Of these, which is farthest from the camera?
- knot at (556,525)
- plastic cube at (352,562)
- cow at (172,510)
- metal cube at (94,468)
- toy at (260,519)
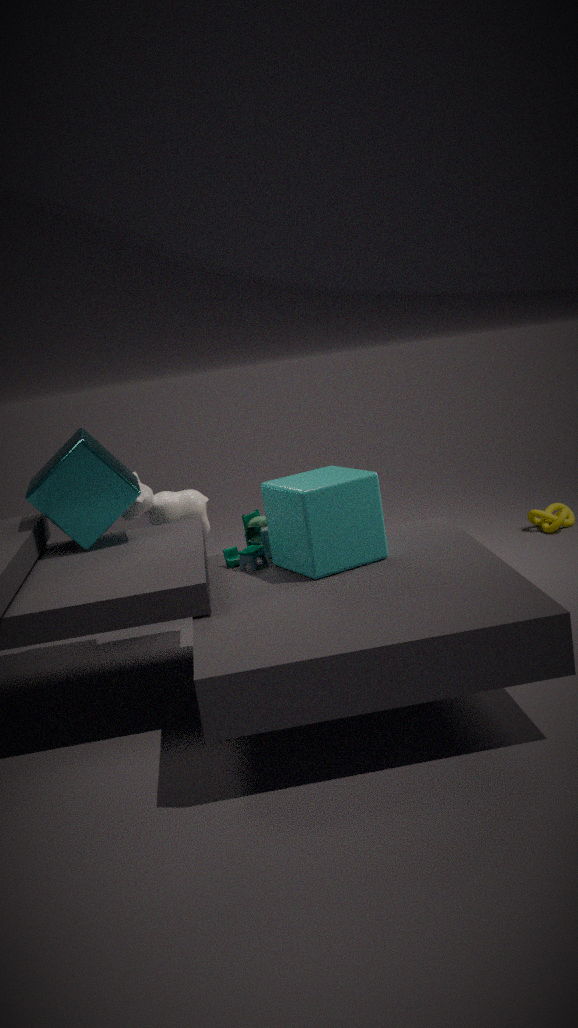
knot at (556,525)
